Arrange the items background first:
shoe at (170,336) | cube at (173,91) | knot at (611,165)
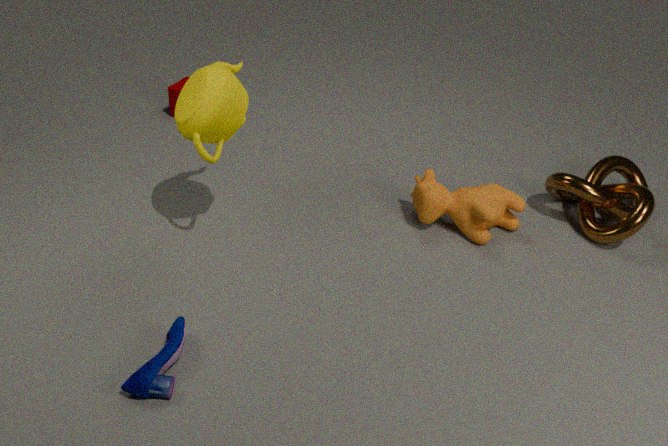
cube at (173,91), knot at (611,165), shoe at (170,336)
